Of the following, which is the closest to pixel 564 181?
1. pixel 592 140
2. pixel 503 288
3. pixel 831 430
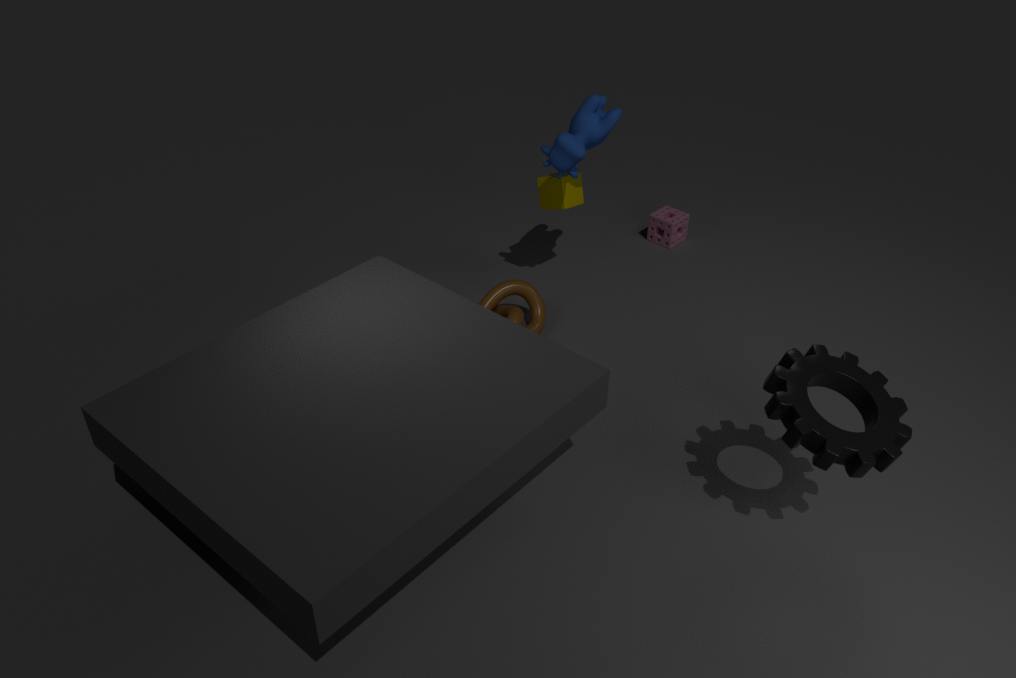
pixel 592 140
